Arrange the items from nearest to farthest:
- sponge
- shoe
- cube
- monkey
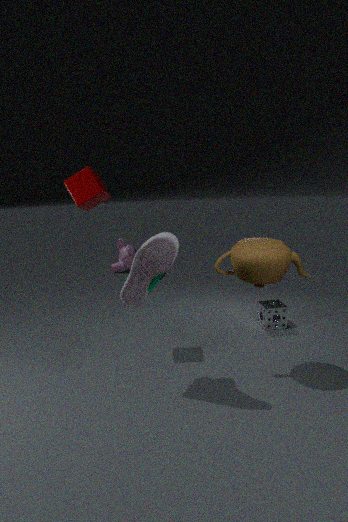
shoe < cube < sponge < monkey
